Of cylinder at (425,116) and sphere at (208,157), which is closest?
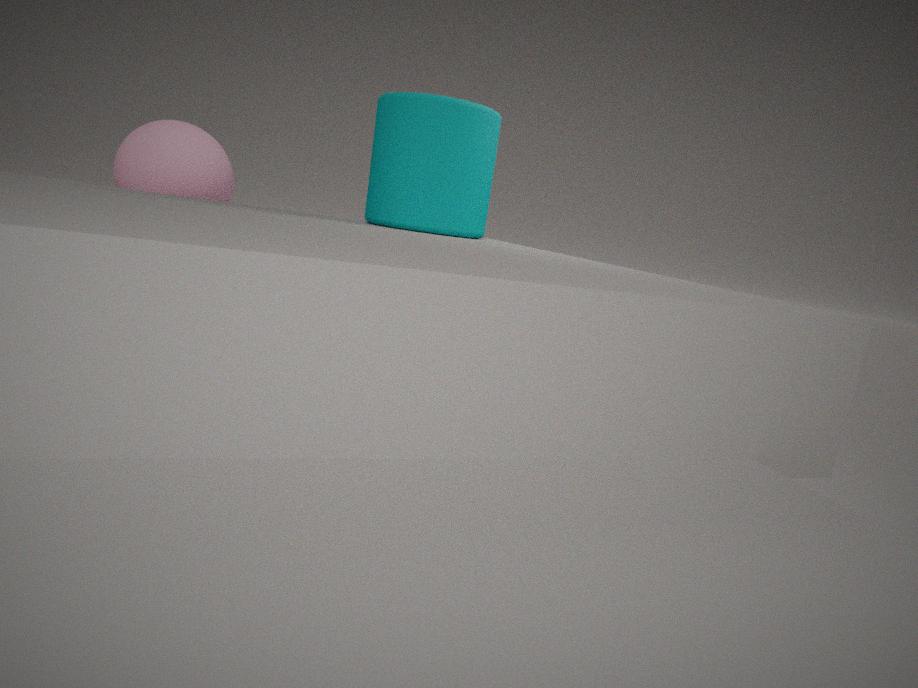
cylinder at (425,116)
